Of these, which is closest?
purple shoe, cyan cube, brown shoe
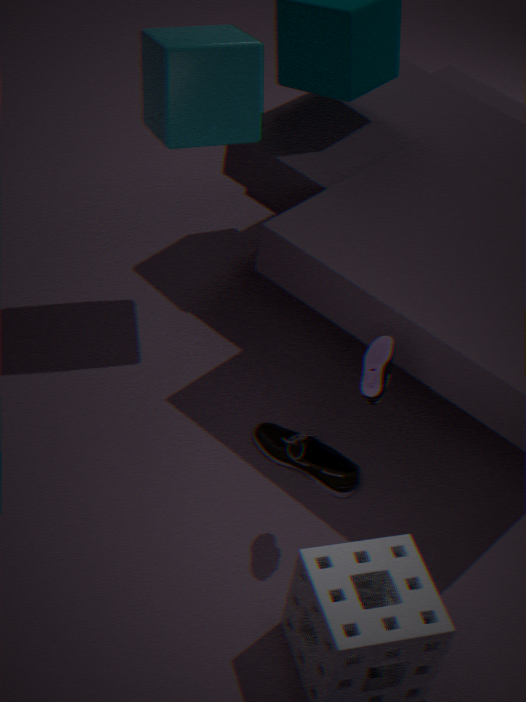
purple shoe
